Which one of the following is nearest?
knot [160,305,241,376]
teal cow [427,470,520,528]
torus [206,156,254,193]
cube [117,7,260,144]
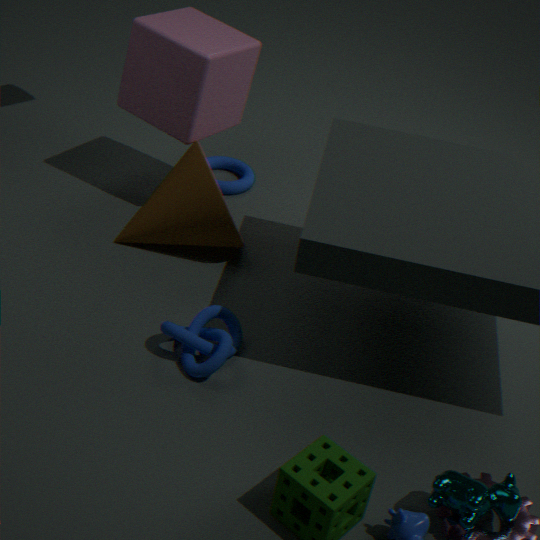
teal cow [427,470,520,528]
